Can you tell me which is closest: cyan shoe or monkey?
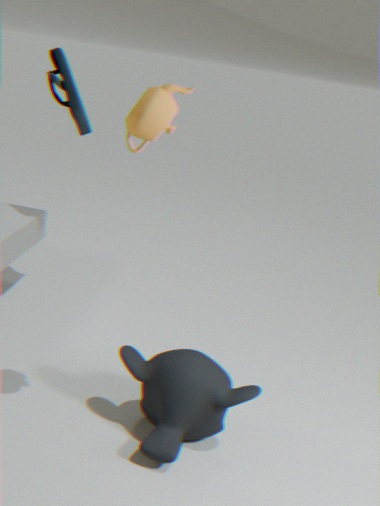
monkey
